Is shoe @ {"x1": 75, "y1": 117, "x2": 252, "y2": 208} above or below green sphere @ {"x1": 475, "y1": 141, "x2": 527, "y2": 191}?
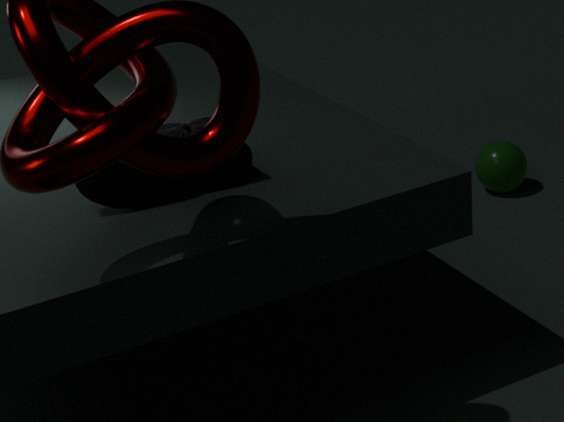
above
